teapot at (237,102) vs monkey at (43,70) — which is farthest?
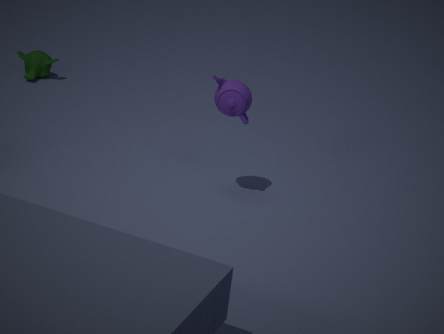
monkey at (43,70)
